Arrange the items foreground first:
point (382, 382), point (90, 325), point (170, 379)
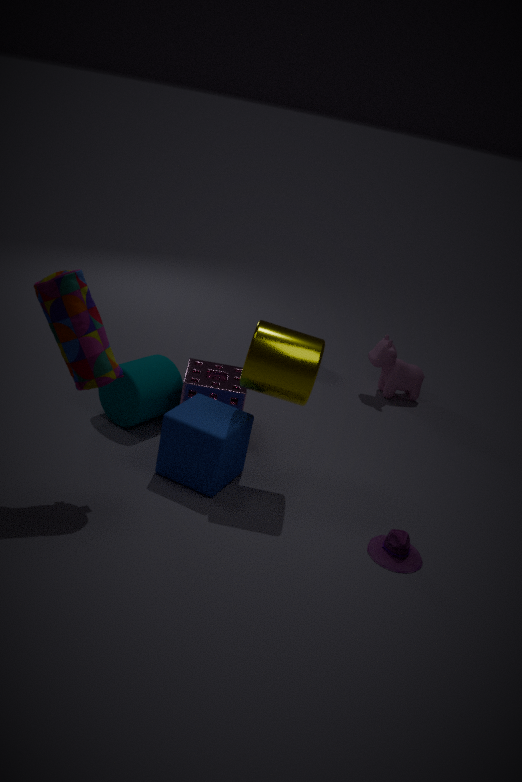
point (90, 325), point (170, 379), point (382, 382)
